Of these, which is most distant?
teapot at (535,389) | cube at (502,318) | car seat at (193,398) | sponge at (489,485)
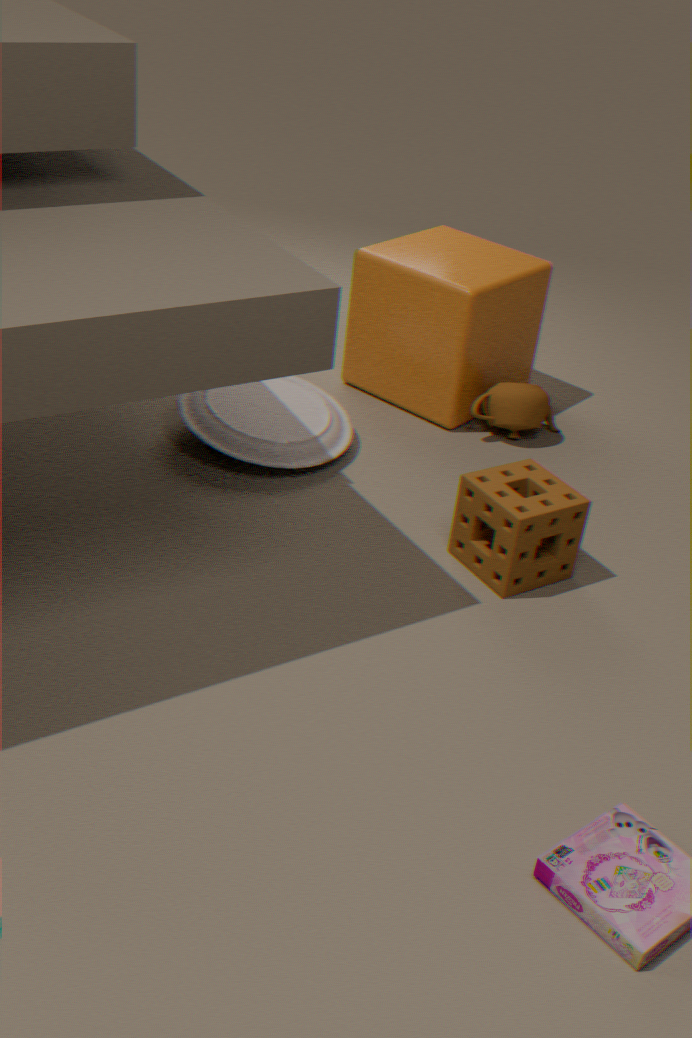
teapot at (535,389)
